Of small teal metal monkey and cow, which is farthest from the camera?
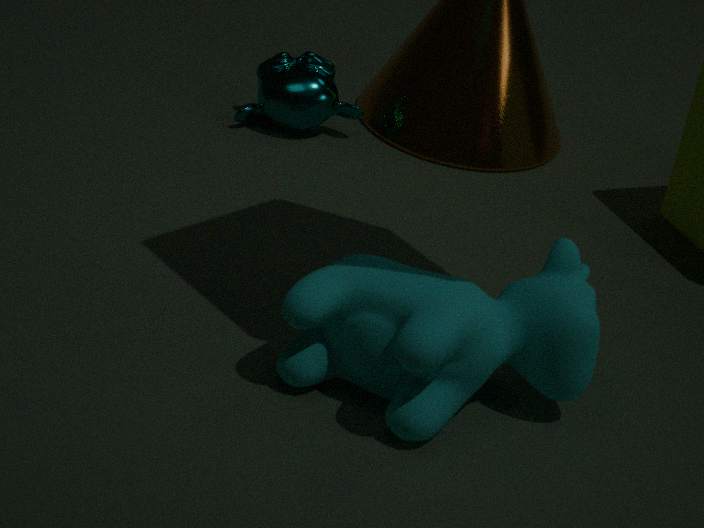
small teal metal monkey
